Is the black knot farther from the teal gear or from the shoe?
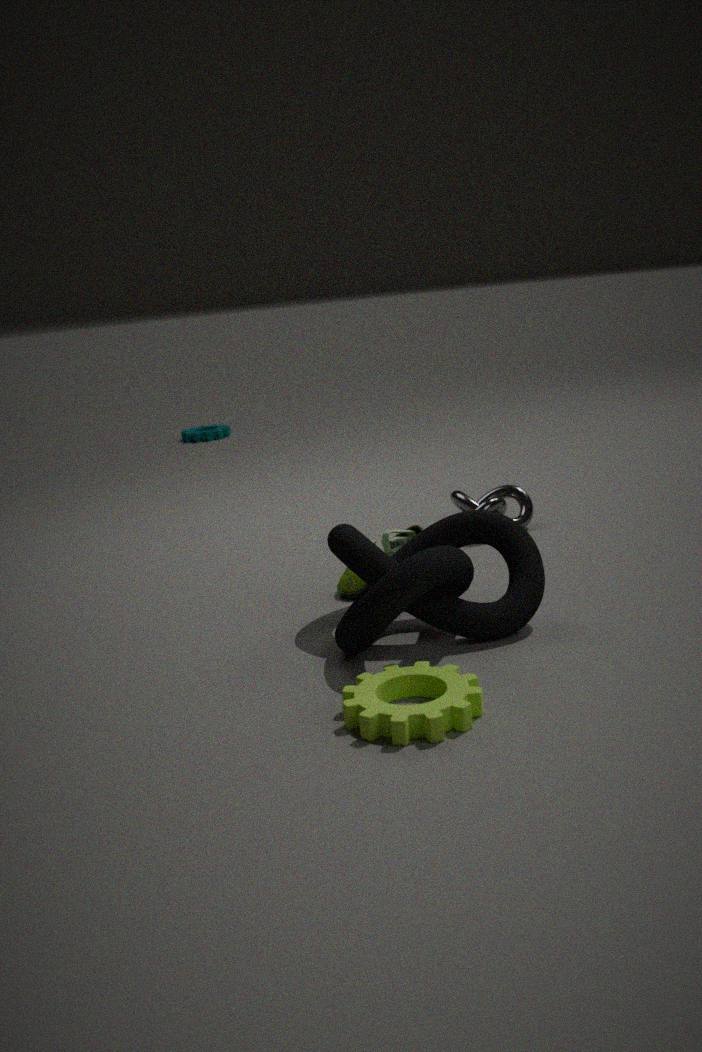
the teal gear
